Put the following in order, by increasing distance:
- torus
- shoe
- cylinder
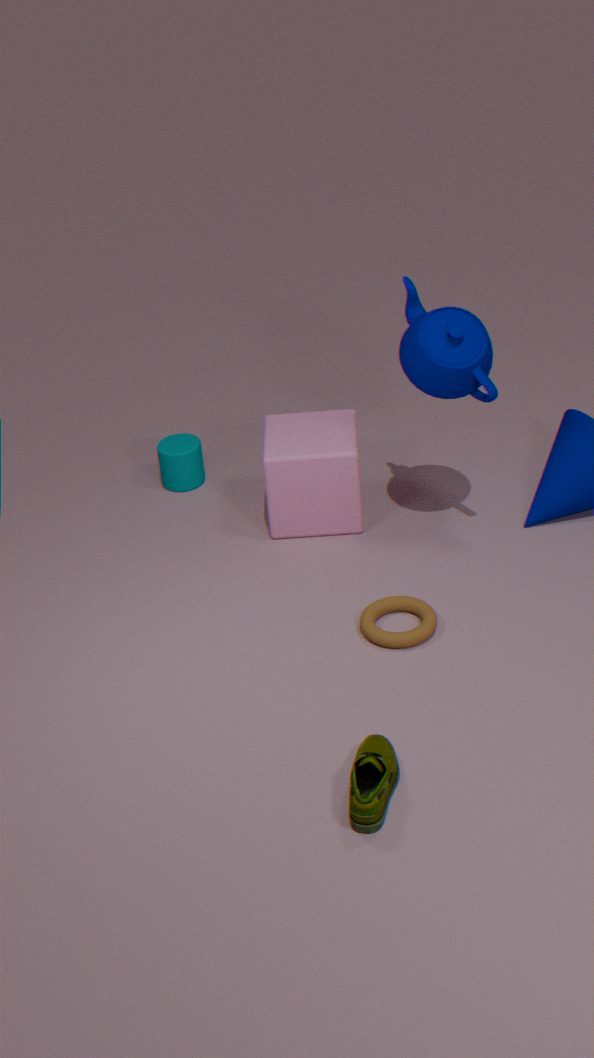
shoe
torus
cylinder
